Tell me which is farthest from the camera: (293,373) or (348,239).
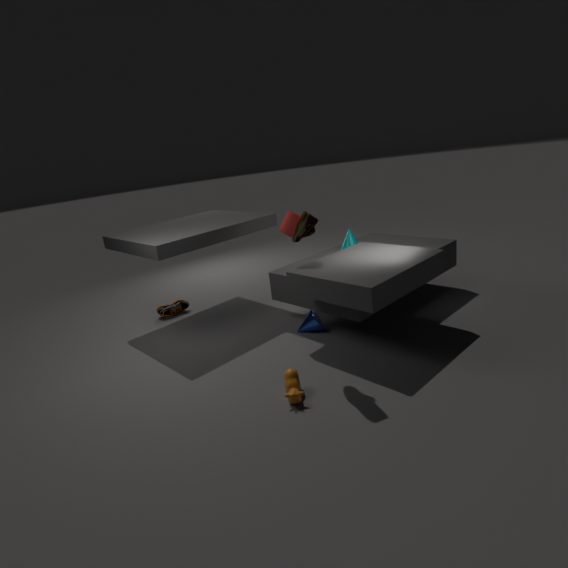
(348,239)
